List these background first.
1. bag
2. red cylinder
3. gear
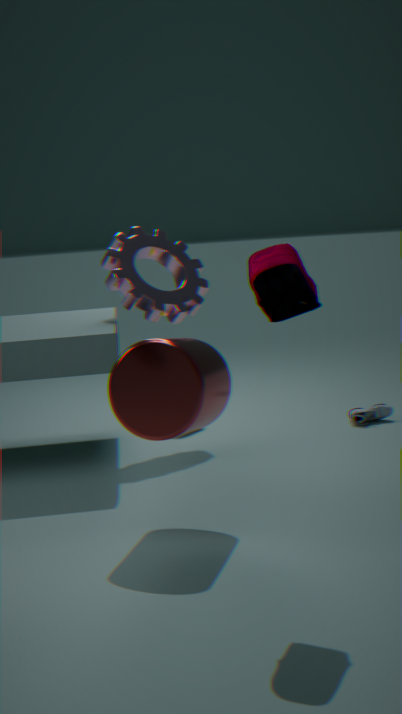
gear → red cylinder → bag
